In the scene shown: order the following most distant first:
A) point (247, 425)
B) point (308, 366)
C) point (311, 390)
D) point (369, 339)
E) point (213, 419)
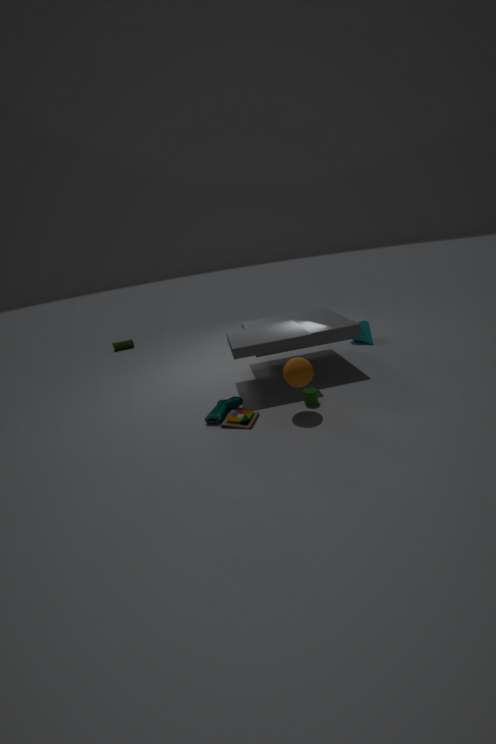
point (369, 339) → point (311, 390) → point (213, 419) → point (247, 425) → point (308, 366)
